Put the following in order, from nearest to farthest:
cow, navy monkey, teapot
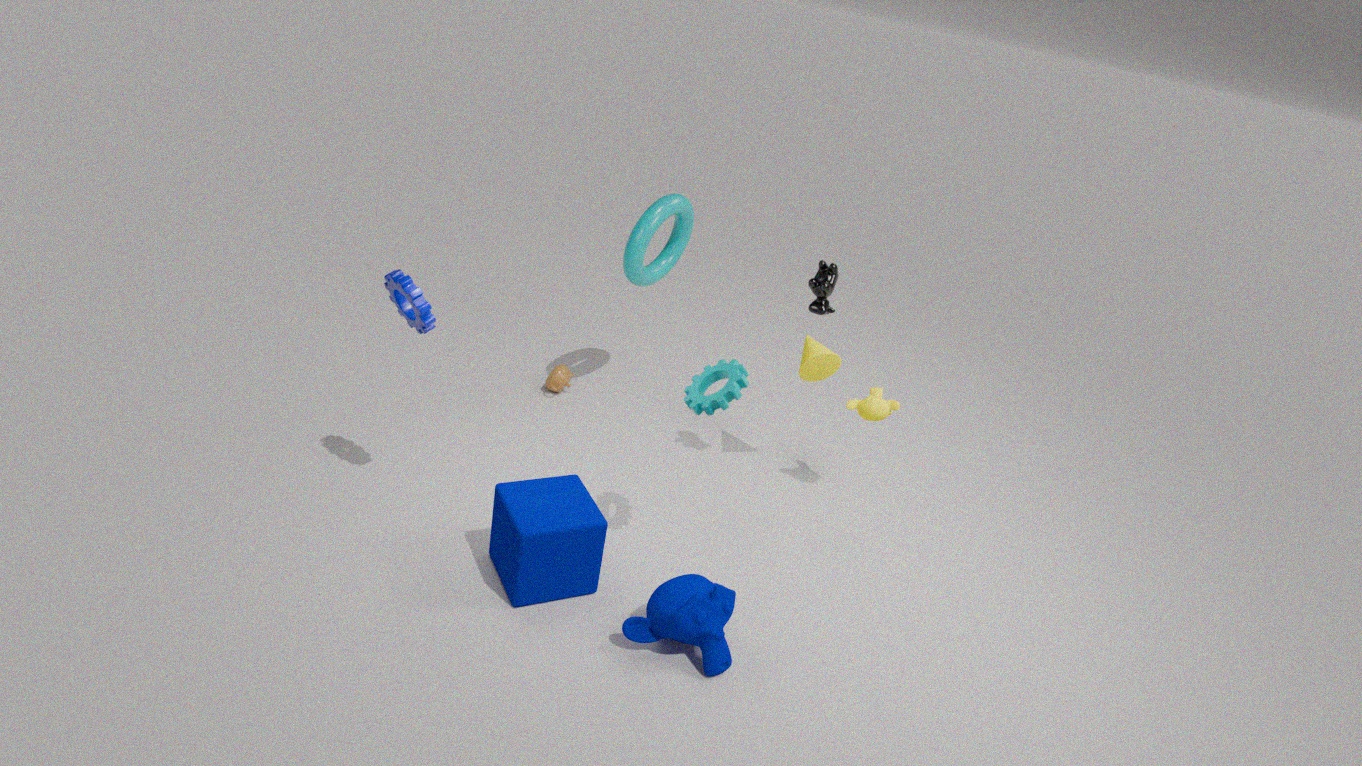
1. navy monkey
2. cow
3. teapot
